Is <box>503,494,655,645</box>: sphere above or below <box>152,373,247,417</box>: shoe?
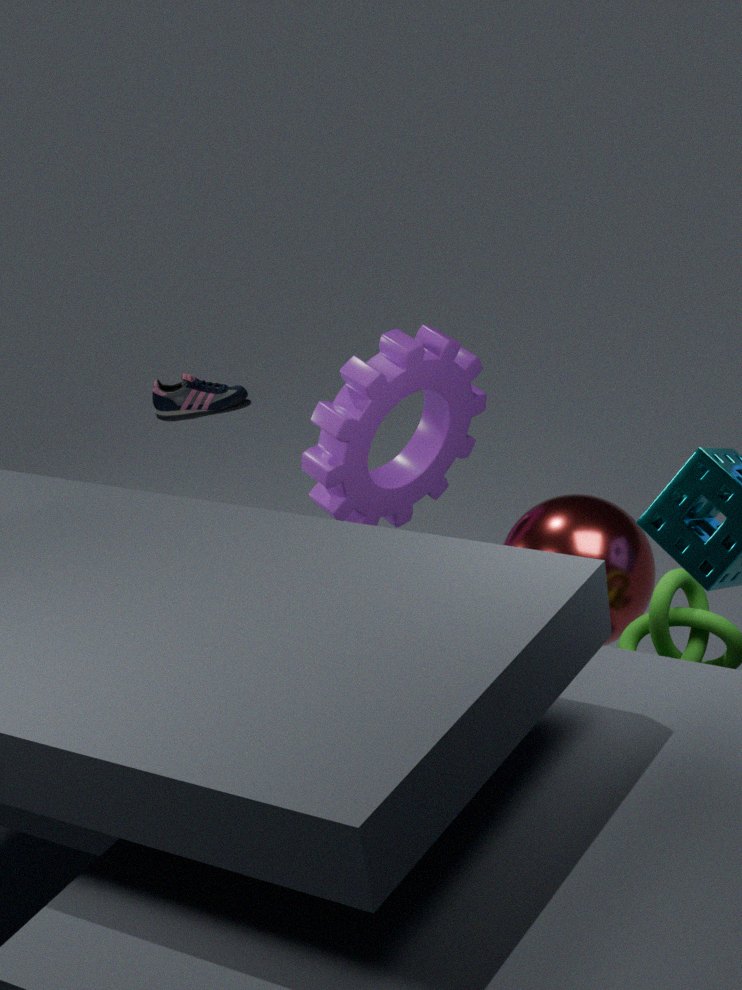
above
